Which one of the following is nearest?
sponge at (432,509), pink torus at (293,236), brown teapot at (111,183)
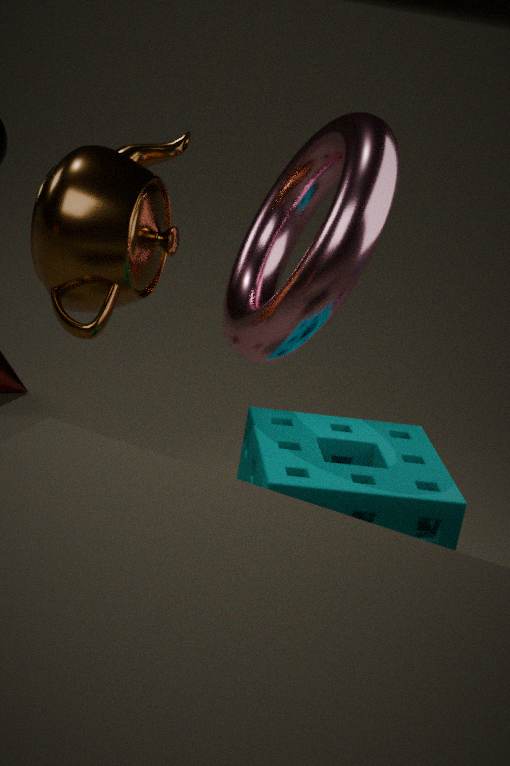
sponge at (432,509)
